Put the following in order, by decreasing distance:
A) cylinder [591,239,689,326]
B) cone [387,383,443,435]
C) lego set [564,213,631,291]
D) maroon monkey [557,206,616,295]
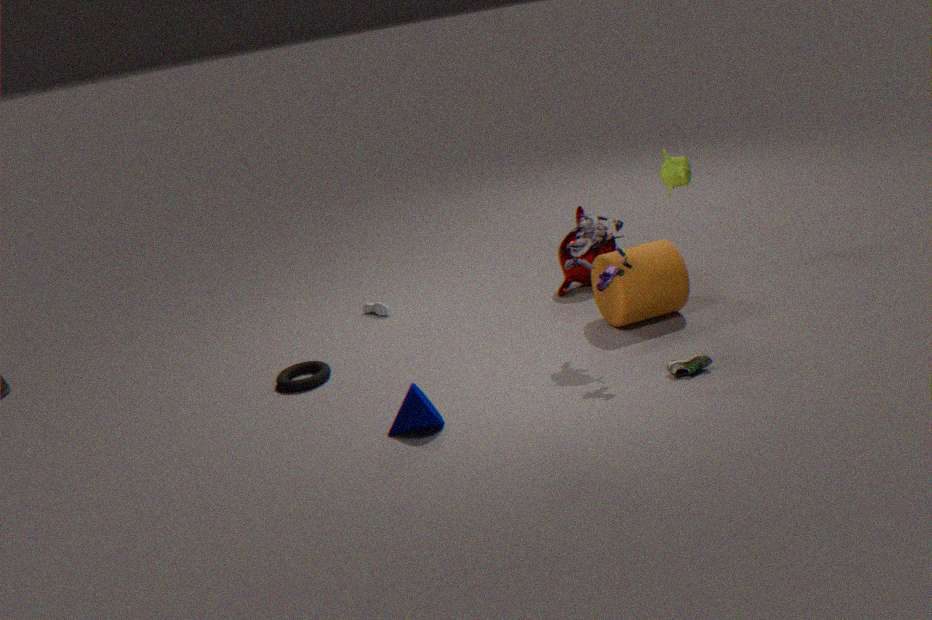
maroon monkey [557,206,616,295] < cylinder [591,239,689,326] < lego set [564,213,631,291] < cone [387,383,443,435]
